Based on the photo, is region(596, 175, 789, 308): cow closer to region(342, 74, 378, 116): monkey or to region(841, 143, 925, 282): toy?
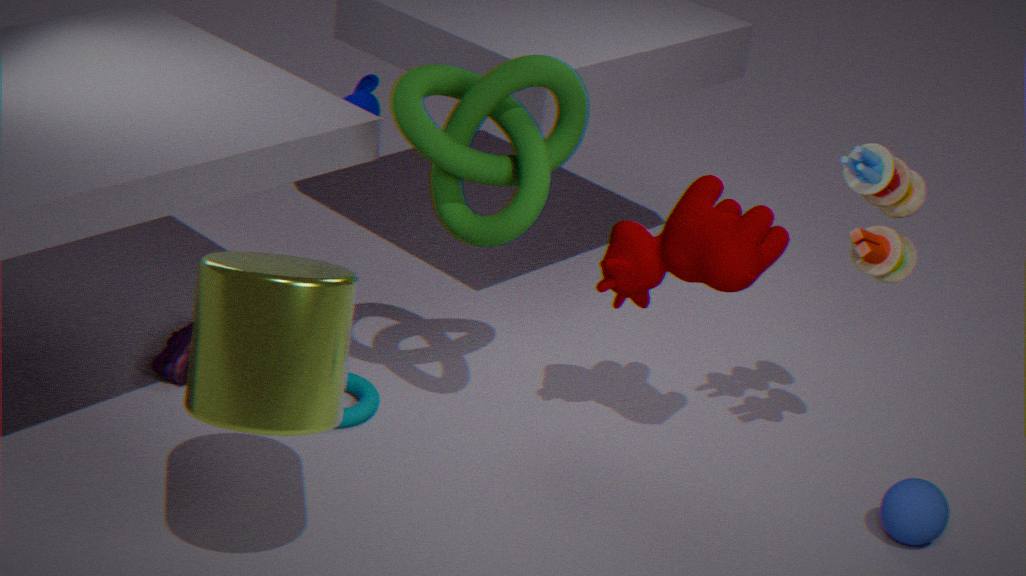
region(841, 143, 925, 282): toy
